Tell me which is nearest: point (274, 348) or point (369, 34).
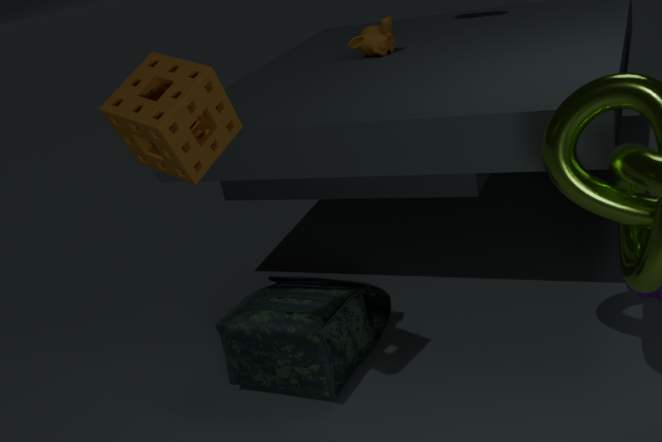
point (274, 348)
